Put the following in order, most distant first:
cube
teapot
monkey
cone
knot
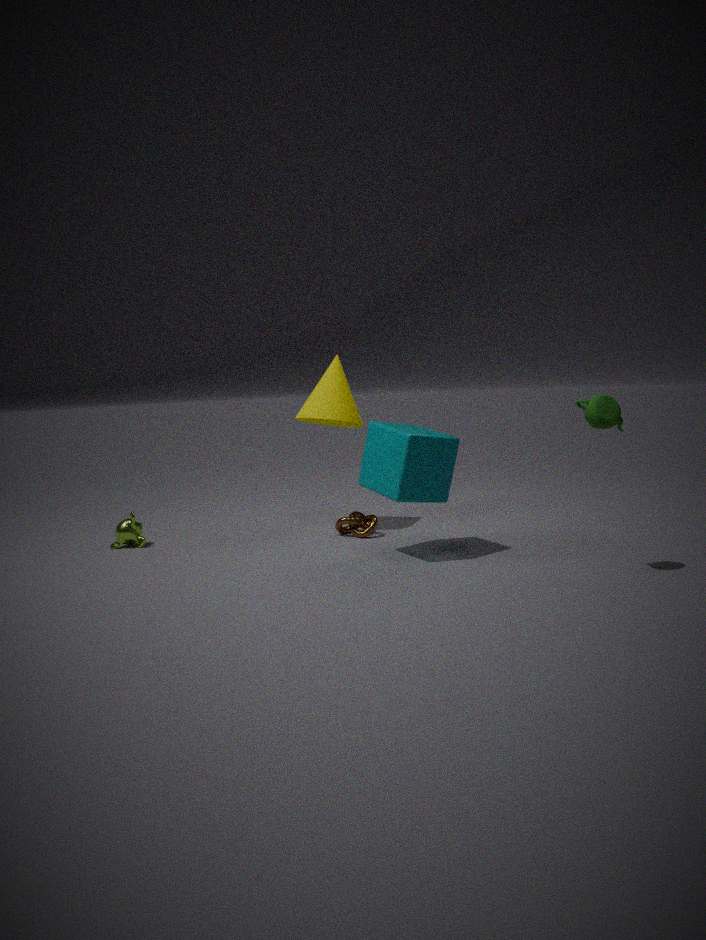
cone, knot, monkey, cube, teapot
